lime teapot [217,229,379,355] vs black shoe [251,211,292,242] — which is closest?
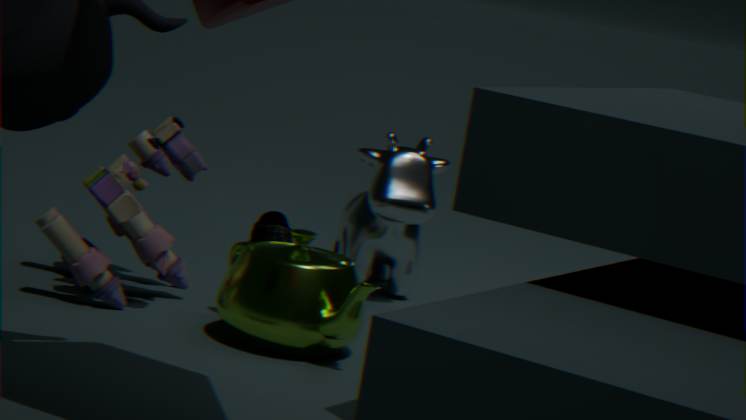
lime teapot [217,229,379,355]
